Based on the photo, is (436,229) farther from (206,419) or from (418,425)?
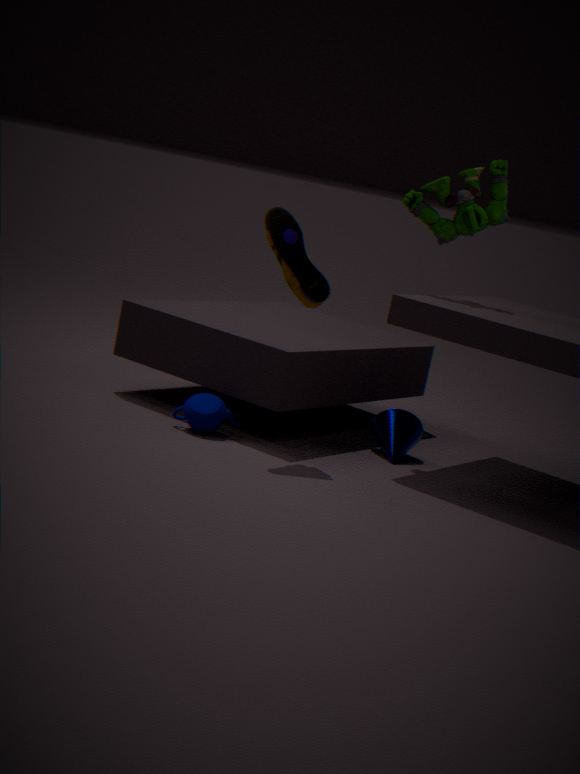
(206,419)
